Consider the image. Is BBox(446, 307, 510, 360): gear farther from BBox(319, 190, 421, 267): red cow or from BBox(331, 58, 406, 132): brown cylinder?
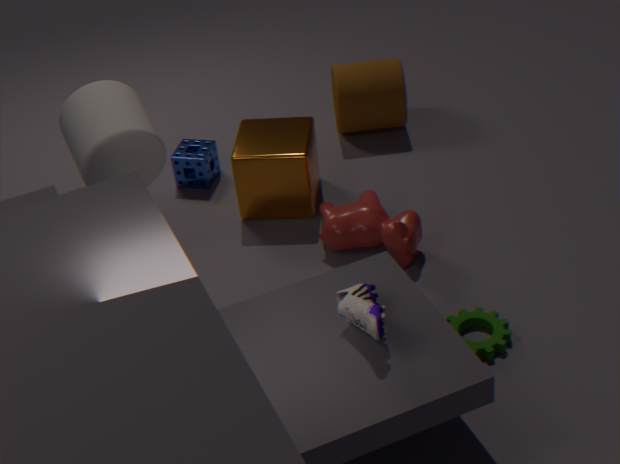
BBox(331, 58, 406, 132): brown cylinder
